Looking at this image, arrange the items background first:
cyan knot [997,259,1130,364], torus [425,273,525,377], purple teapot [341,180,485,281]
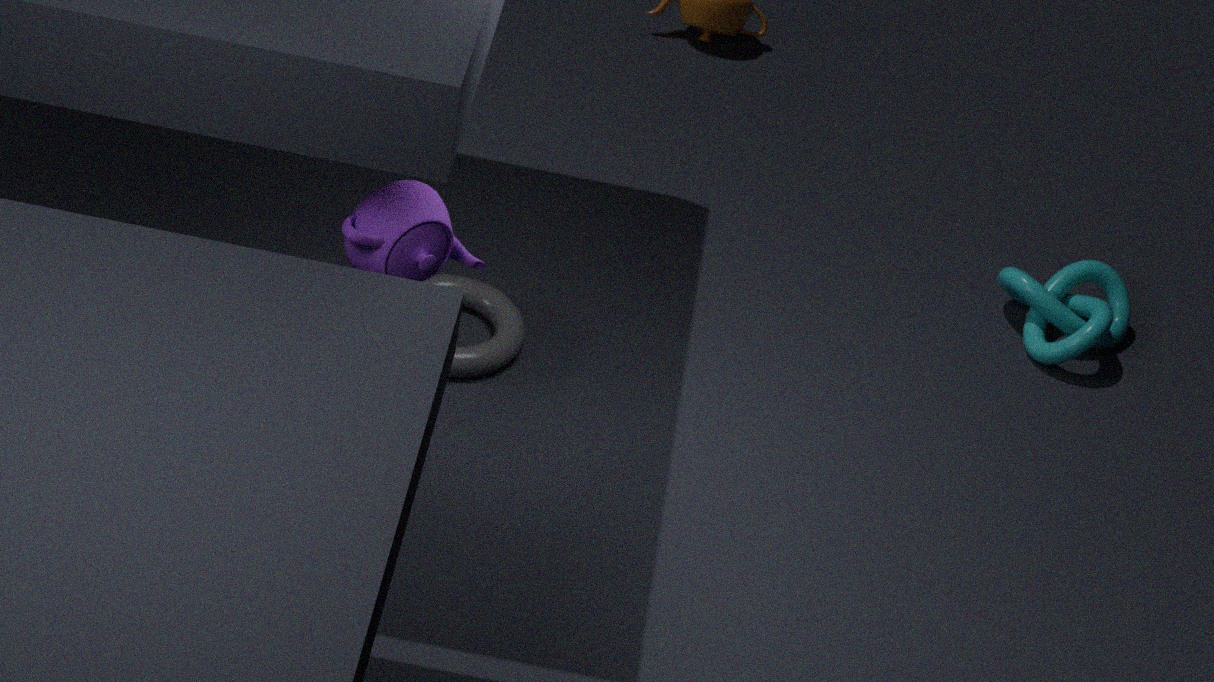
1. cyan knot [997,259,1130,364]
2. torus [425,273,525,377]
3. purple teapot [341,180,485,281]
